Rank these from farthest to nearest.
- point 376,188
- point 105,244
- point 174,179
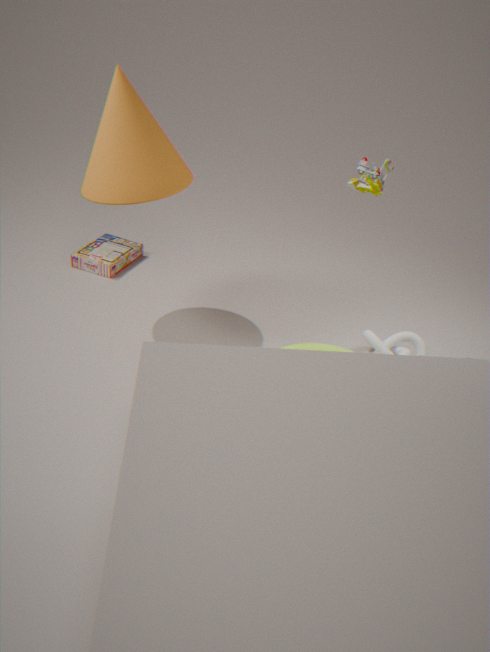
point 105,244, point 174,179, point 376,188
